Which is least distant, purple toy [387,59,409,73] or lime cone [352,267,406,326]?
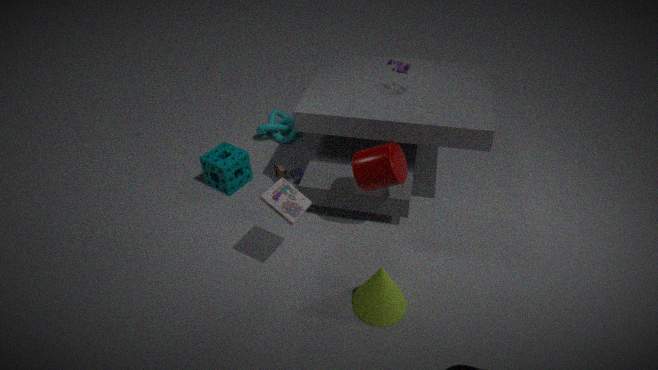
lime cone [352,267,406,326]
